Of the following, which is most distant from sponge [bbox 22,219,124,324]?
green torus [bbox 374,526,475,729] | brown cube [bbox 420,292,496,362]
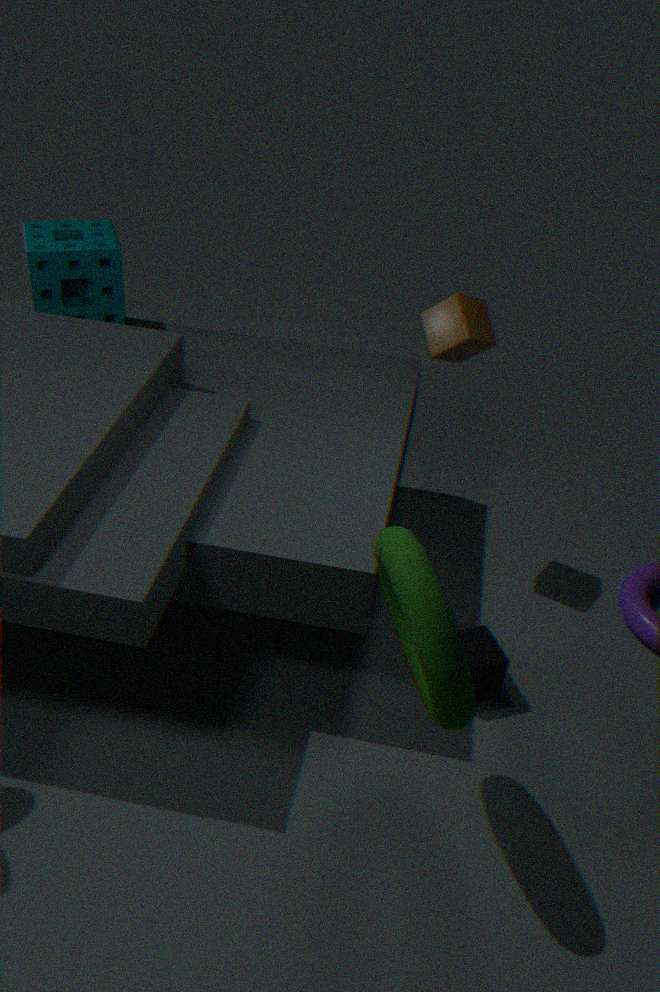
green torus [bbox 374,526,475,729]
